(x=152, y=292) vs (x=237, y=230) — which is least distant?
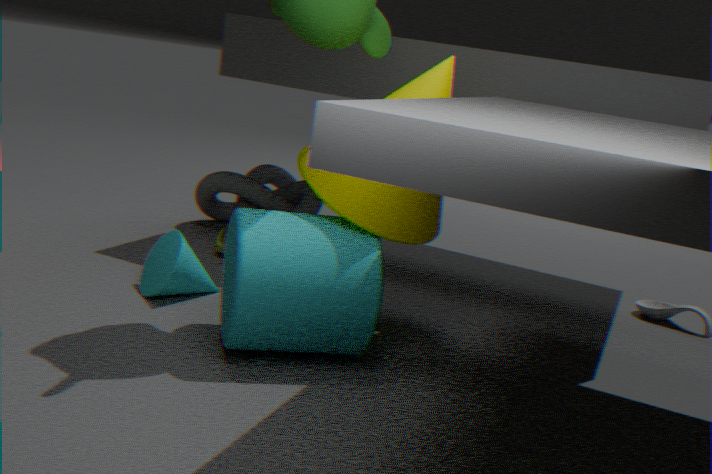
(x=237, y=230)
